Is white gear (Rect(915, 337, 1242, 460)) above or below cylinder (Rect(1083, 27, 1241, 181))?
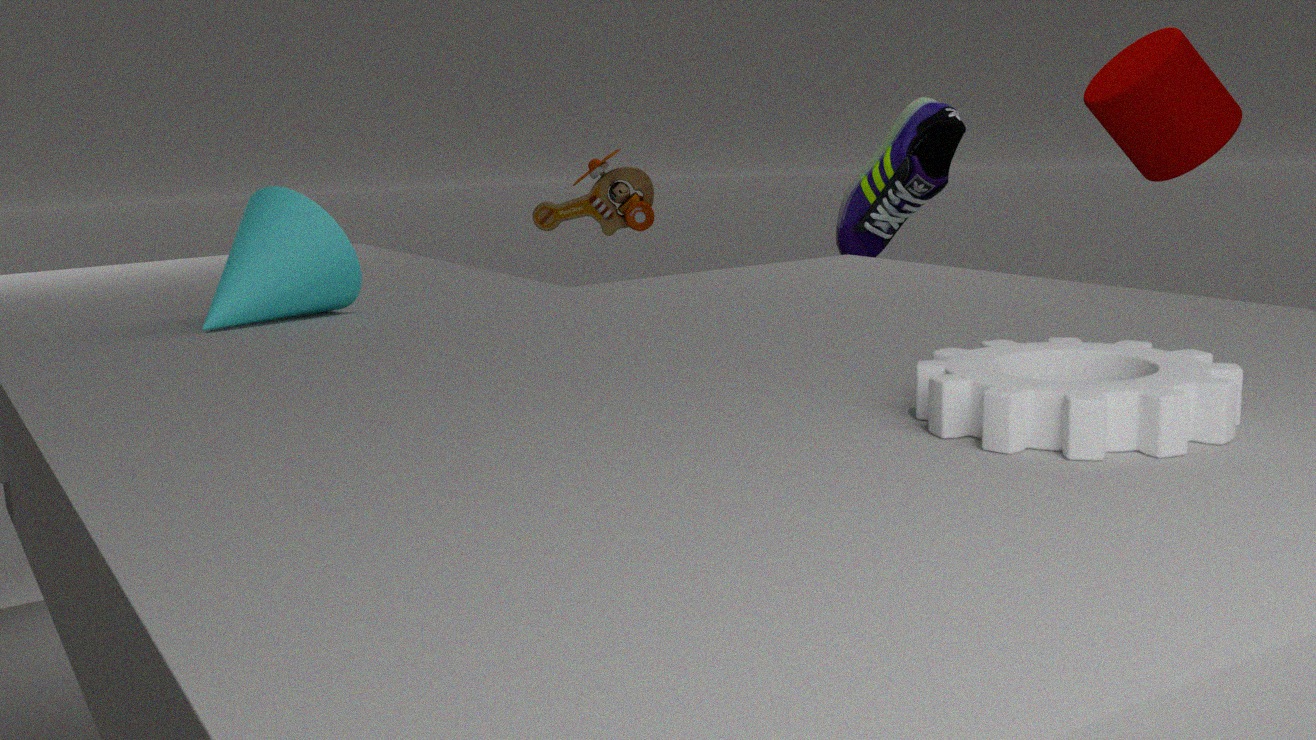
below
